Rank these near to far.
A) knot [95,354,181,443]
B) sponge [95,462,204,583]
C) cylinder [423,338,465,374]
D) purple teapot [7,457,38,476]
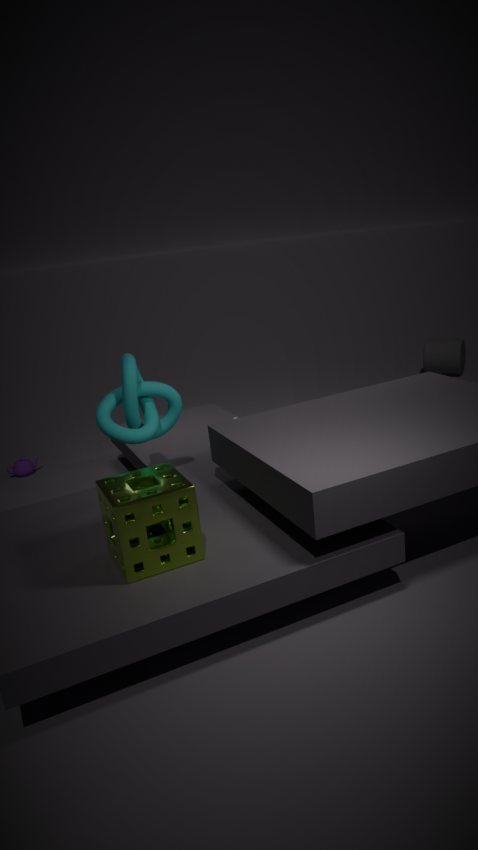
B. sponge [95,462,204,583], A. knot [95,354,181,443], D. purple teapot [7,457,38,476], C. cylinder [423,338,465,374]
